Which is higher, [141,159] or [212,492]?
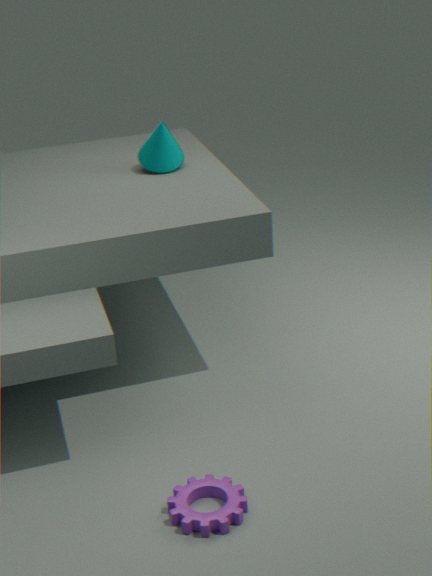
[141,159]
